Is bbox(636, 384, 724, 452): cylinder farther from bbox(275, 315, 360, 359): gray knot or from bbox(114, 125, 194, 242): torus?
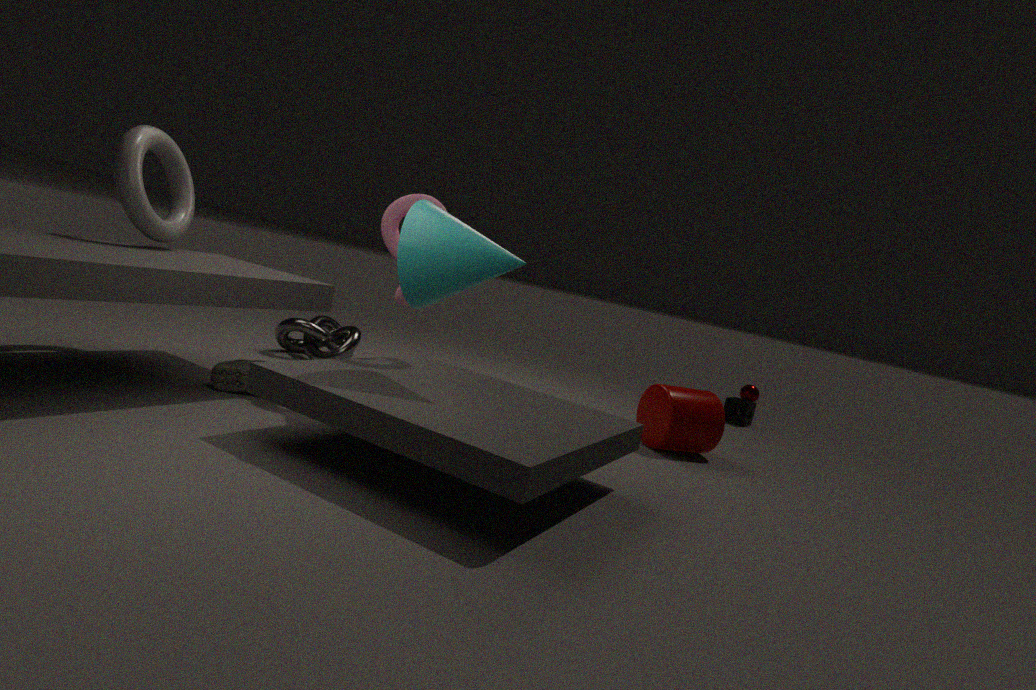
bbox(114, 125, 194, 242): torus
